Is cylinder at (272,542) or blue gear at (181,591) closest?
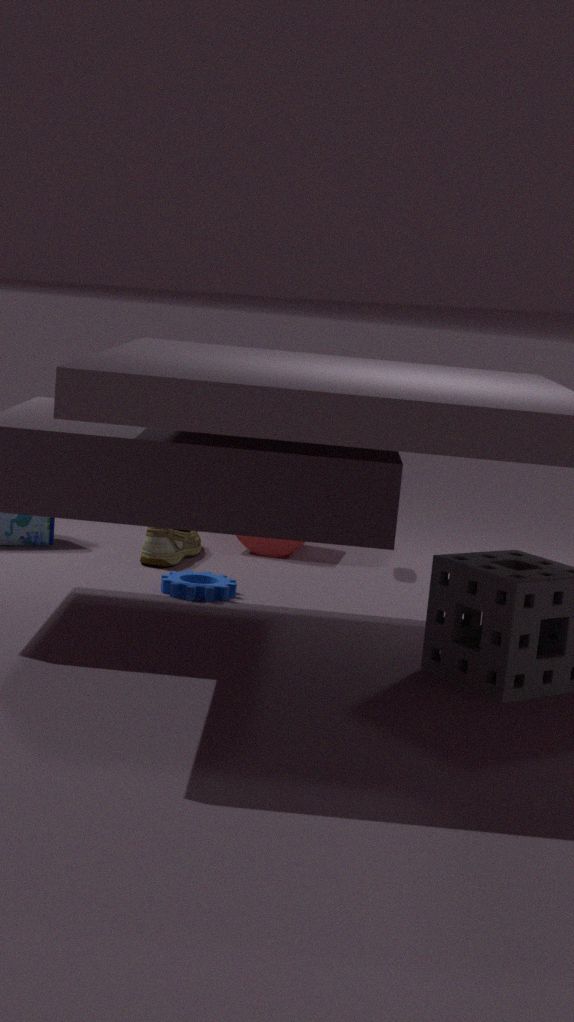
blue gear at (181,591)
